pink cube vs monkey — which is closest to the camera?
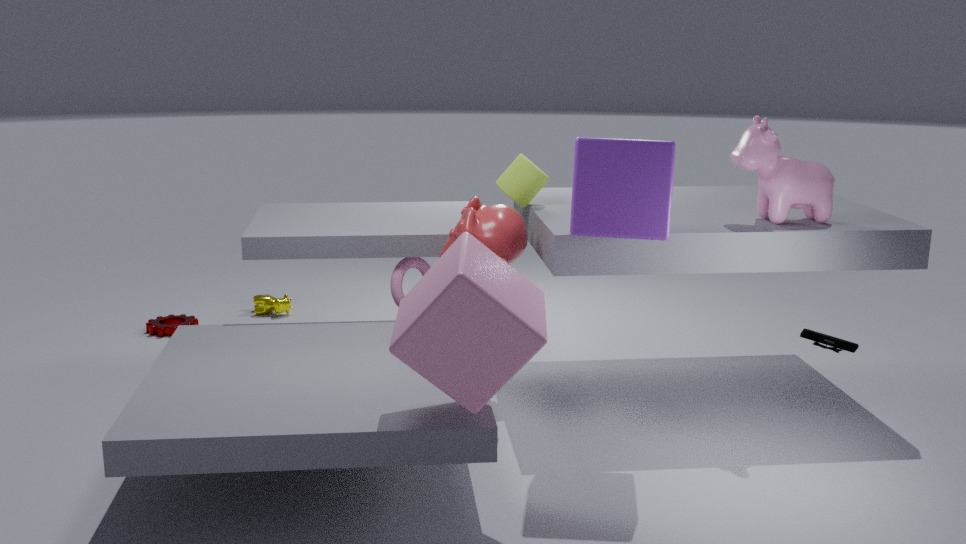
pink cube
